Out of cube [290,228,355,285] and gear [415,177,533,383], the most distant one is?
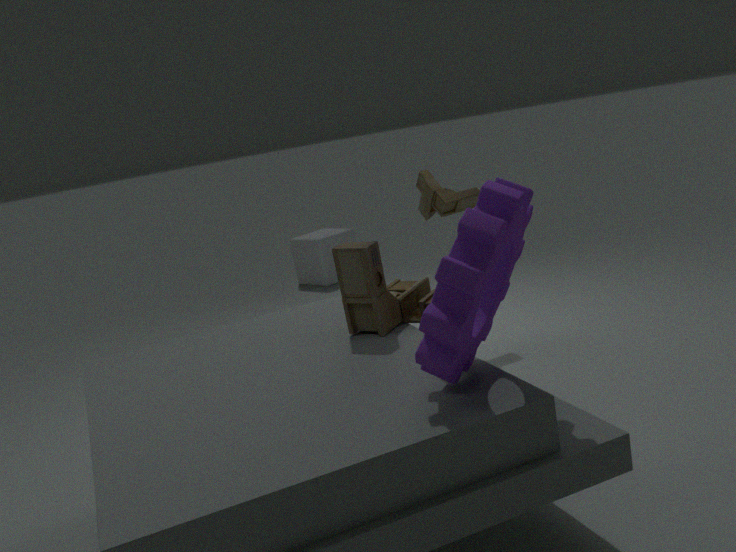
cube [290,228,355,285]
